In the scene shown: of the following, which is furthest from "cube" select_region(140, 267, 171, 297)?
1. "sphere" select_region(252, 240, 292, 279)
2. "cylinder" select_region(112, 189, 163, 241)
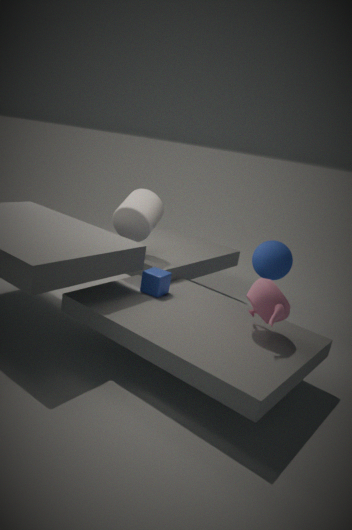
"sphere" select_region(252, 240, 292, 279)
